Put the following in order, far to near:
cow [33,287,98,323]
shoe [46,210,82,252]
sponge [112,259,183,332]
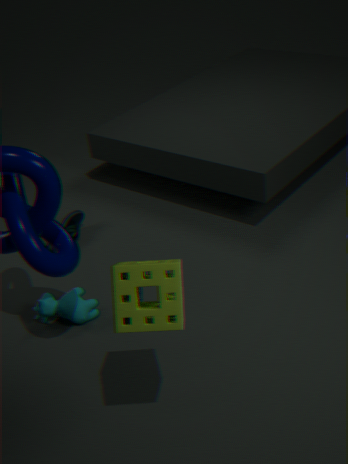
shoe [46,210,82,252]
cow [33,287,98,323]
sponge [112,259,183,332]
